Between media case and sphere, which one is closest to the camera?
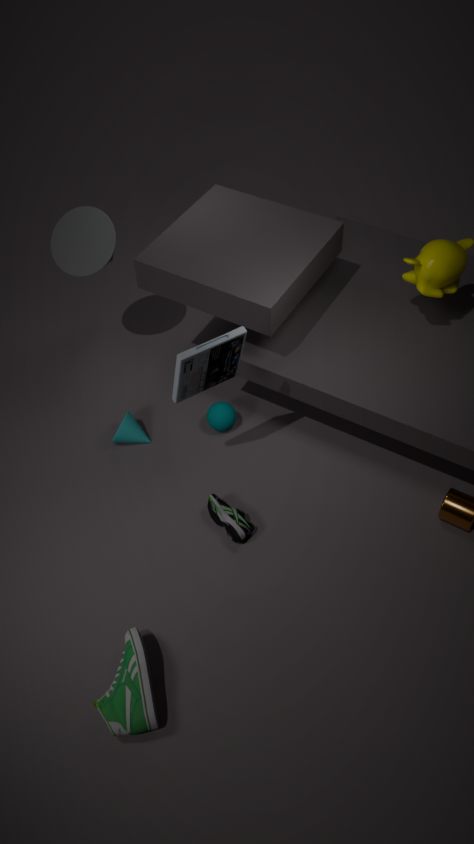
media case
